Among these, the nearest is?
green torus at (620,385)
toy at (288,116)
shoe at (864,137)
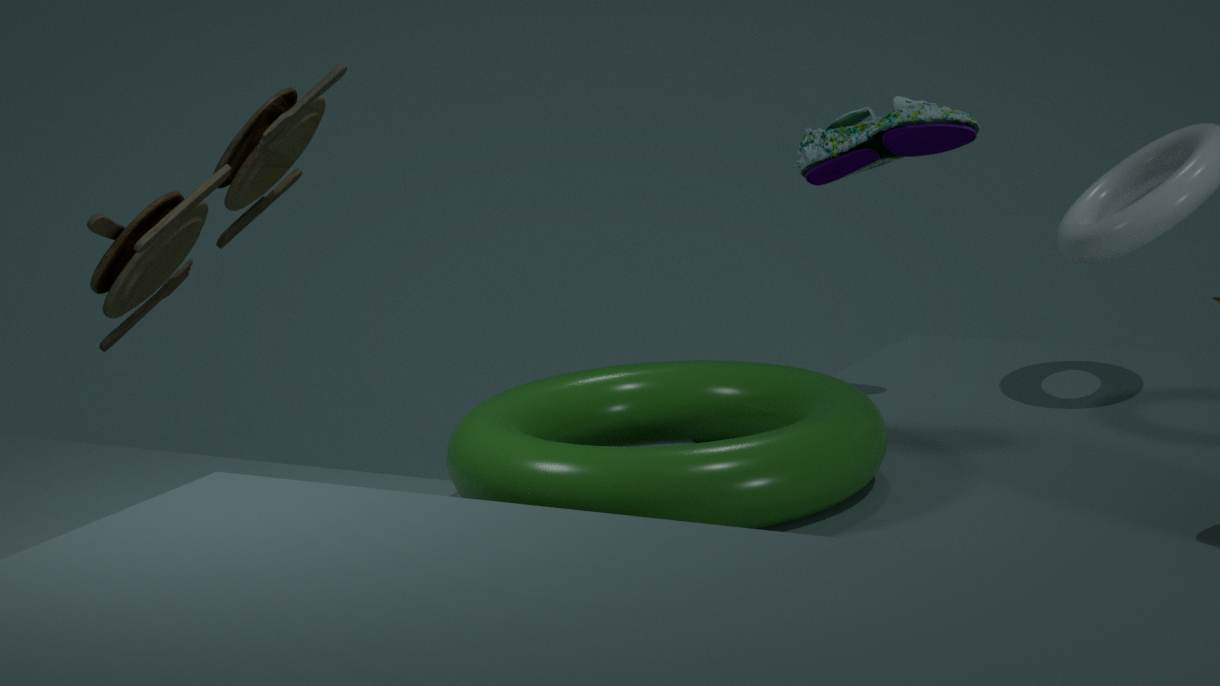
green torus at (620,385)
